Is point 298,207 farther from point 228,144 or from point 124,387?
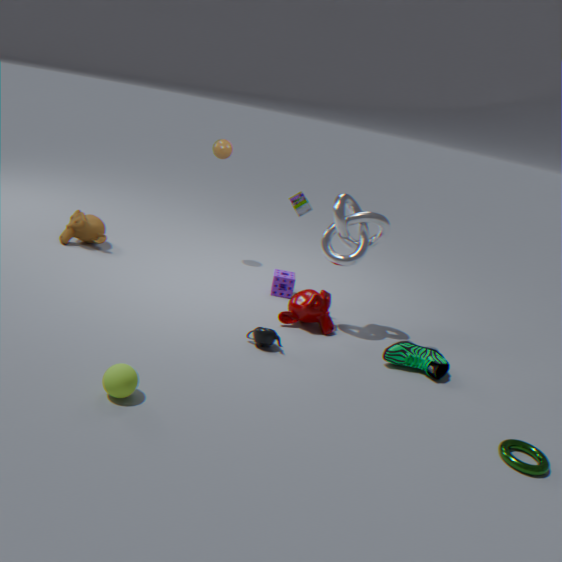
point 124,387
